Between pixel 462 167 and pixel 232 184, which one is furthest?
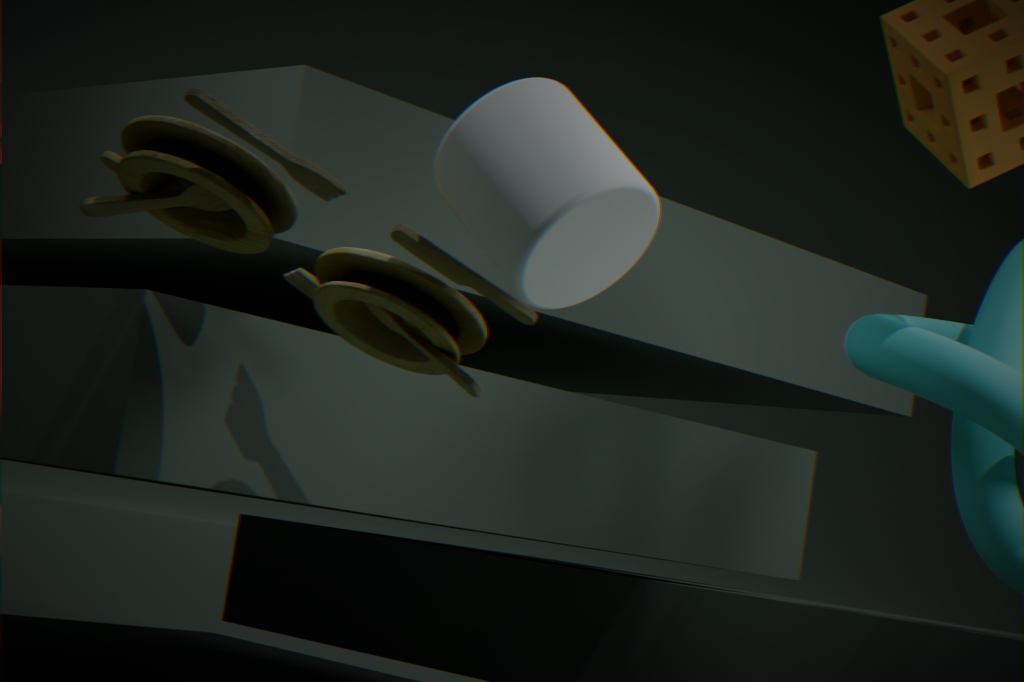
pixel 232 184
